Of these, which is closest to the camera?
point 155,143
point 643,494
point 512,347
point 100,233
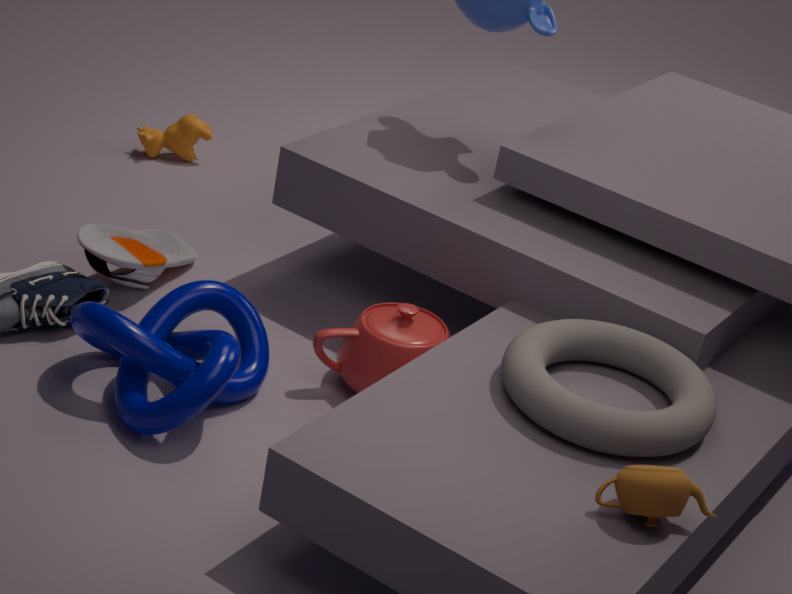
point 643,494
